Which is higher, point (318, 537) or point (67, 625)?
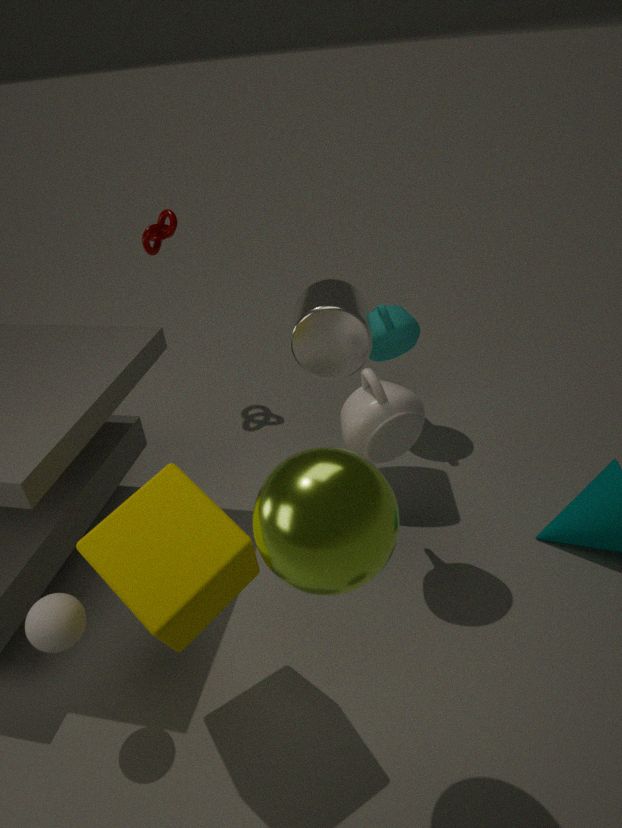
point (318, 537)
